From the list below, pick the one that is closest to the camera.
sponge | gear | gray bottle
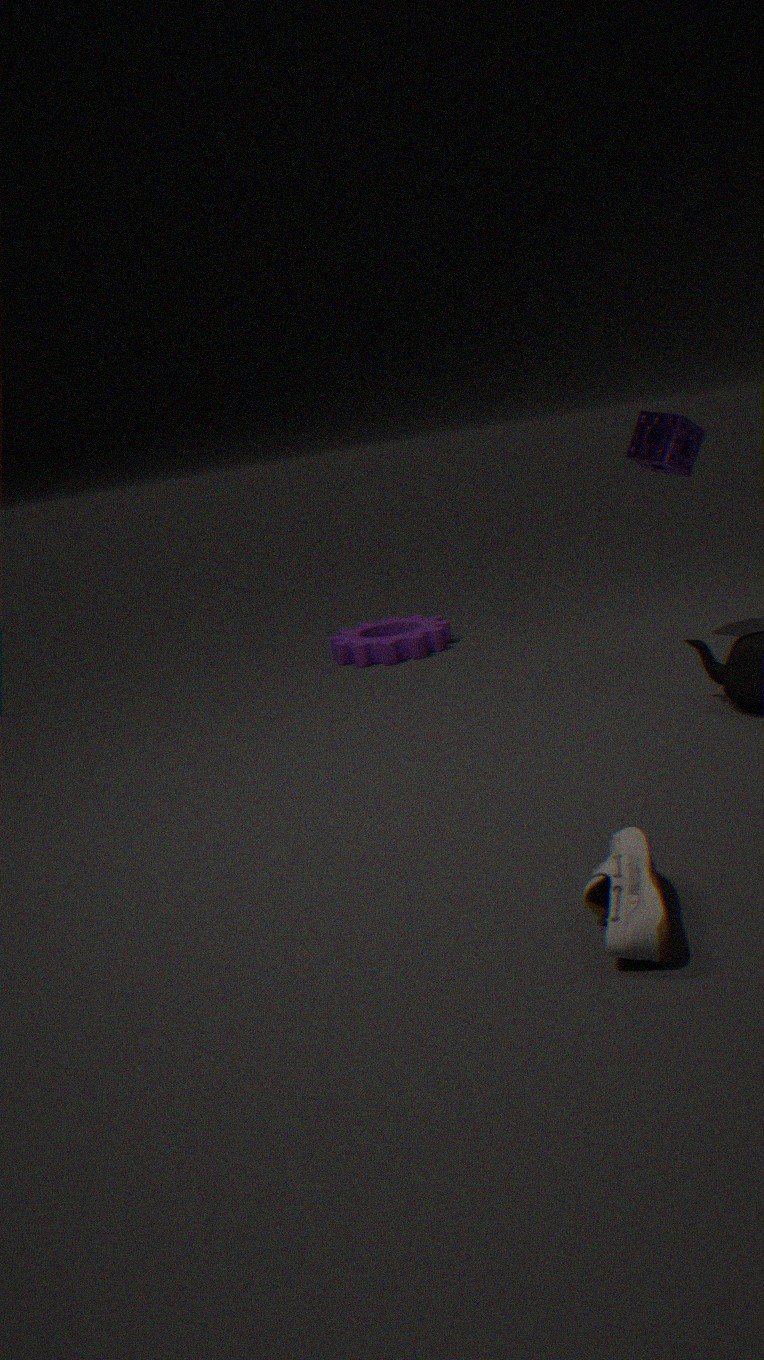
gray bottle
